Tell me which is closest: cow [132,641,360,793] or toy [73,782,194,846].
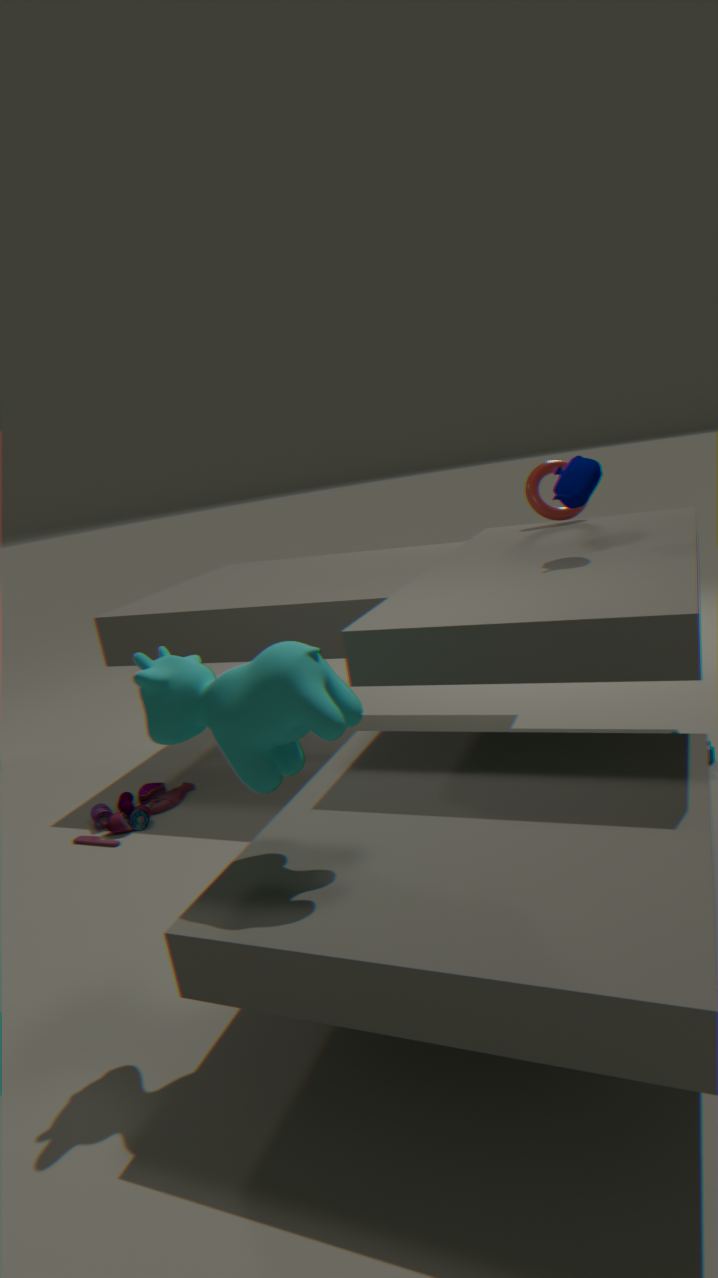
cow [132,641,360,793]
